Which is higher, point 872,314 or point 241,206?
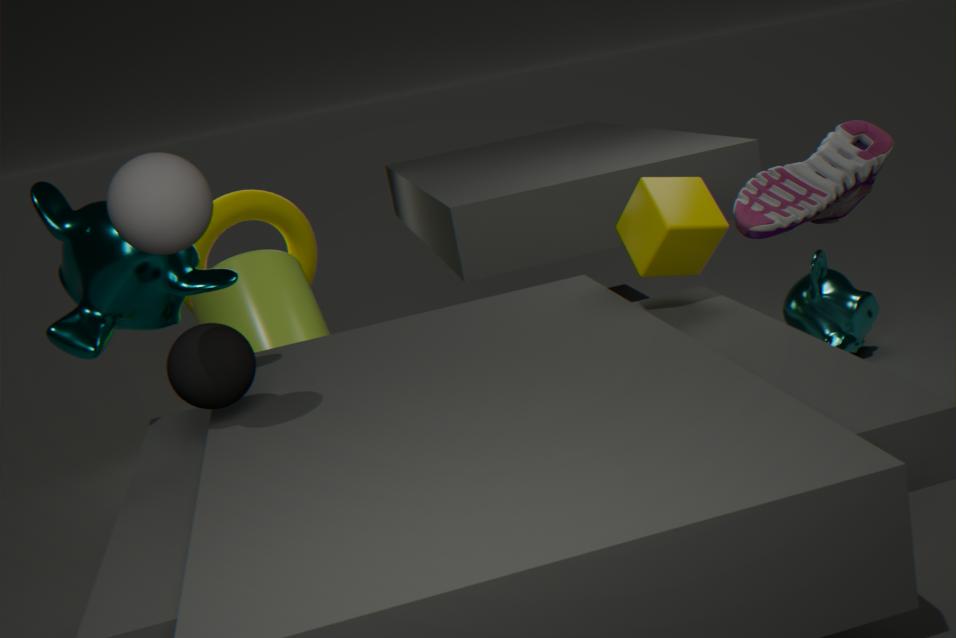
point 241,206
